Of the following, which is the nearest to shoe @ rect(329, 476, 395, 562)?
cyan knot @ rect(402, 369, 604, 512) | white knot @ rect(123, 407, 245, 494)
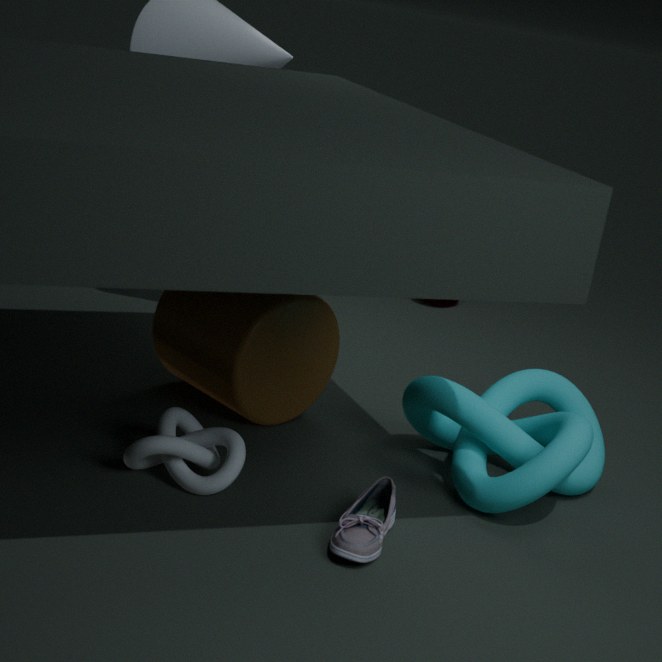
cyan knot @ rect(402, 369, 604, 512)
